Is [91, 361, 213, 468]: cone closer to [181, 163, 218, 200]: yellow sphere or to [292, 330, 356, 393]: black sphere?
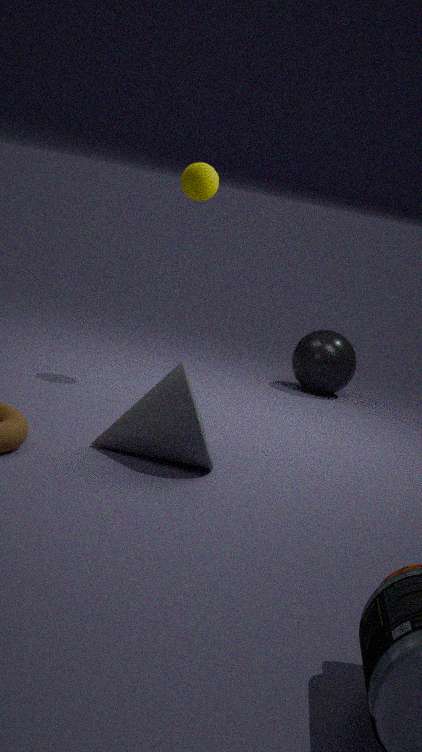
[181, 163, 218, 200]: yellow sphere
